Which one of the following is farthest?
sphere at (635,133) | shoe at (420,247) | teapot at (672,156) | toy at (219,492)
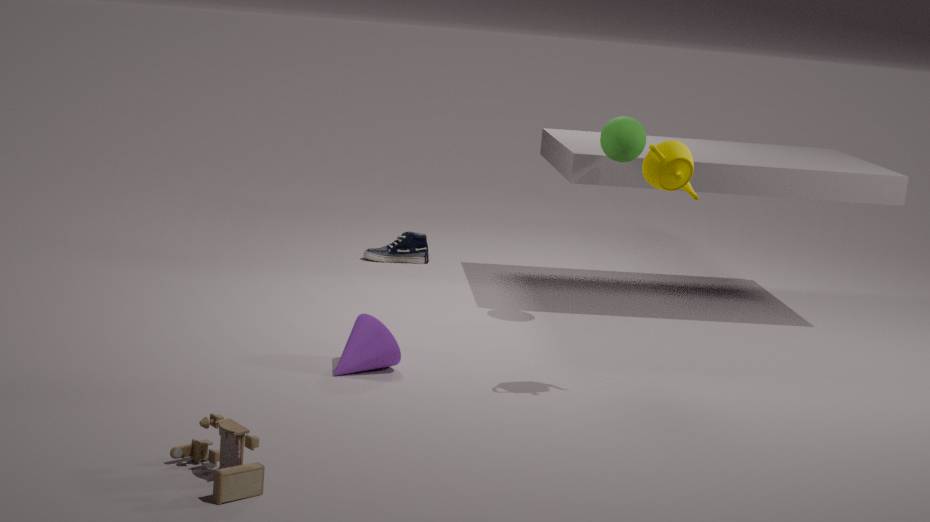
shoe at (420,247)
